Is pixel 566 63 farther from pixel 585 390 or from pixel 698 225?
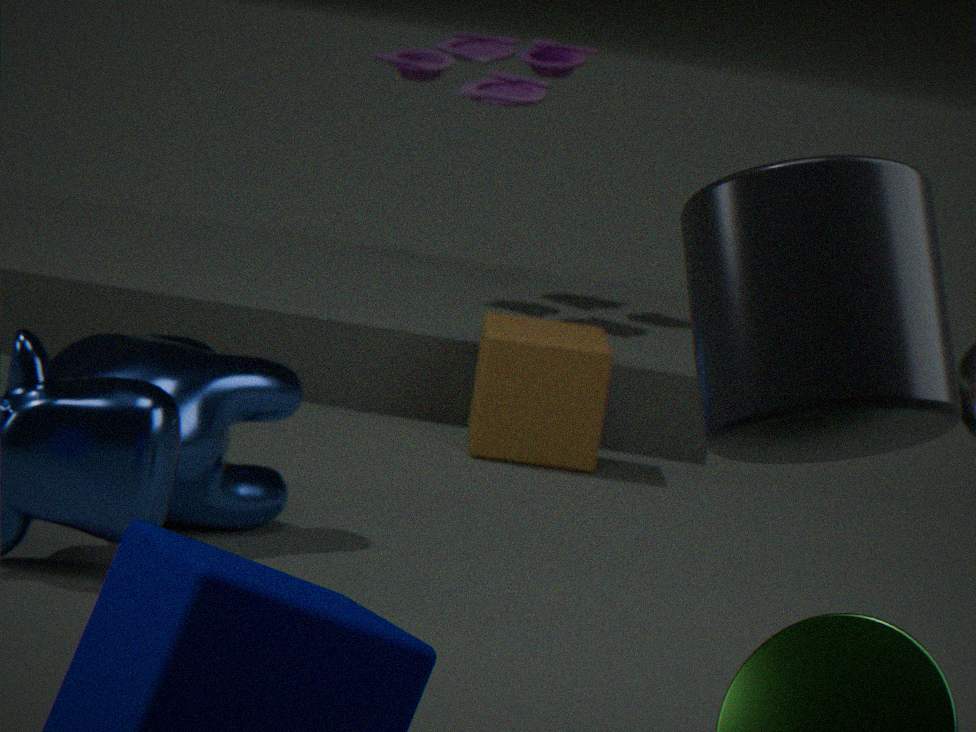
pixel 698 225
